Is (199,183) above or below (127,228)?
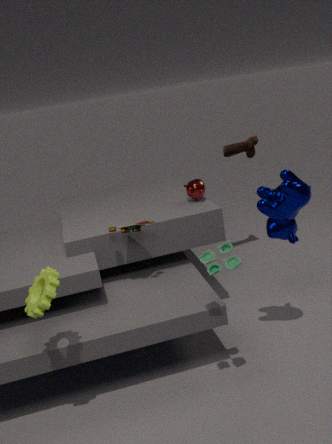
above
